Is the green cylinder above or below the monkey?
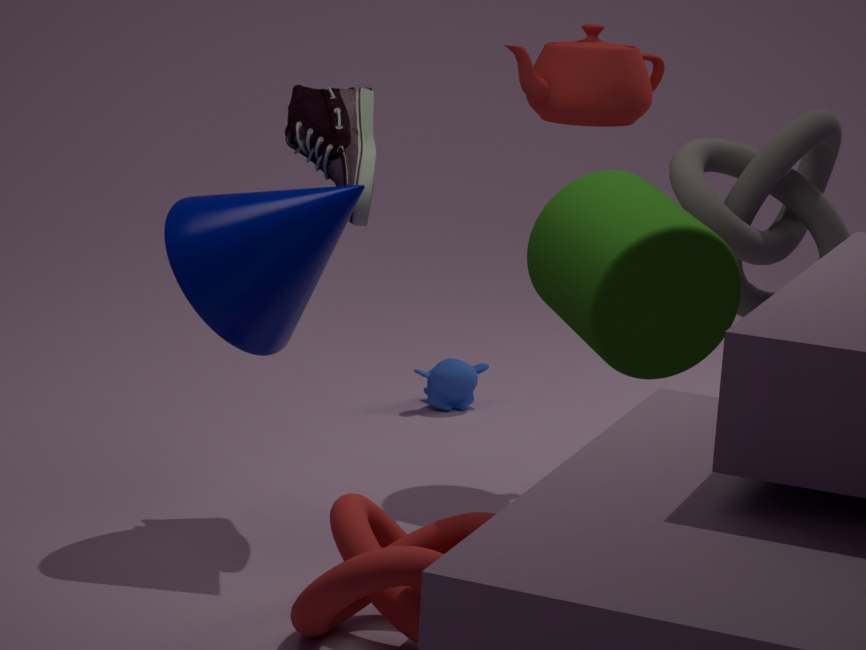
above
